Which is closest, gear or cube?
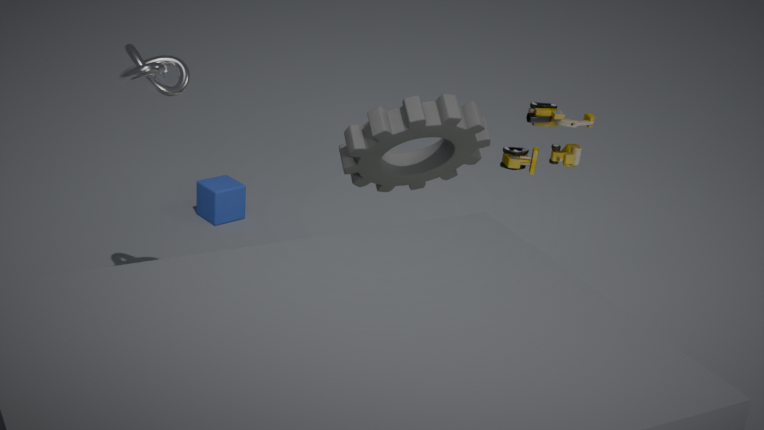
gear
